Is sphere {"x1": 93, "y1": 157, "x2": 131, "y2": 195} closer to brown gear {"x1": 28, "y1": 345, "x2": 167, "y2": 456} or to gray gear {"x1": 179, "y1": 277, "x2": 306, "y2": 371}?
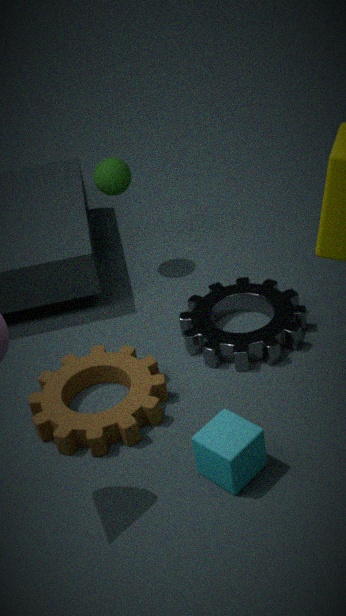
gray gear {"x1": 179, "y1": 277, "x2": 306, "y2": 371}
